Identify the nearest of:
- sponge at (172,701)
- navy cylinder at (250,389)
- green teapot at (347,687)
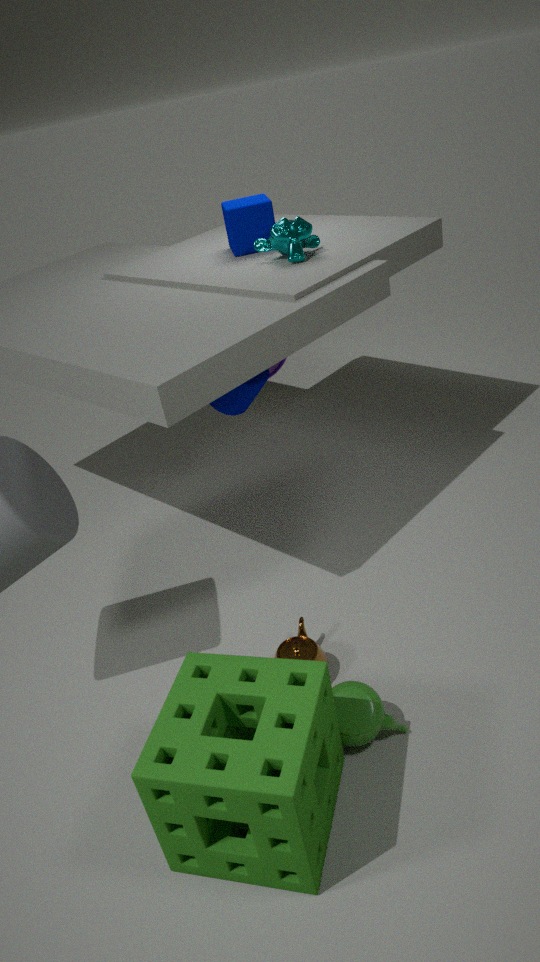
sponge at (172,701)
